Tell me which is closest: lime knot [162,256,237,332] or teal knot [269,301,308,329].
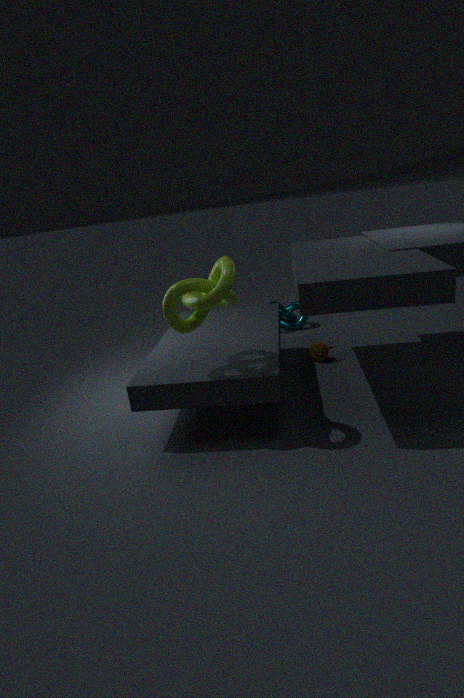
lime knot [162,256,237,332]
